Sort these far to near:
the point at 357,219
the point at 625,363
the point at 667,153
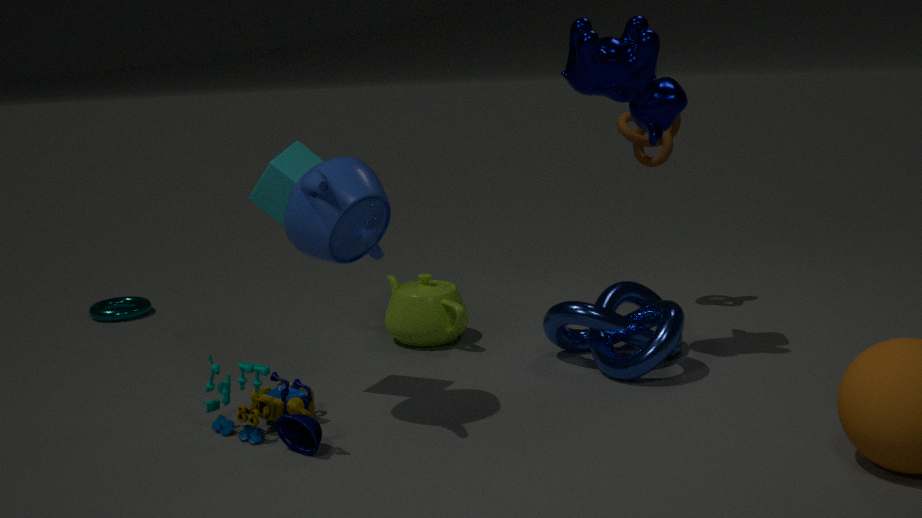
the point at 667,153 → the point at 625,363 → the point at 357,219
